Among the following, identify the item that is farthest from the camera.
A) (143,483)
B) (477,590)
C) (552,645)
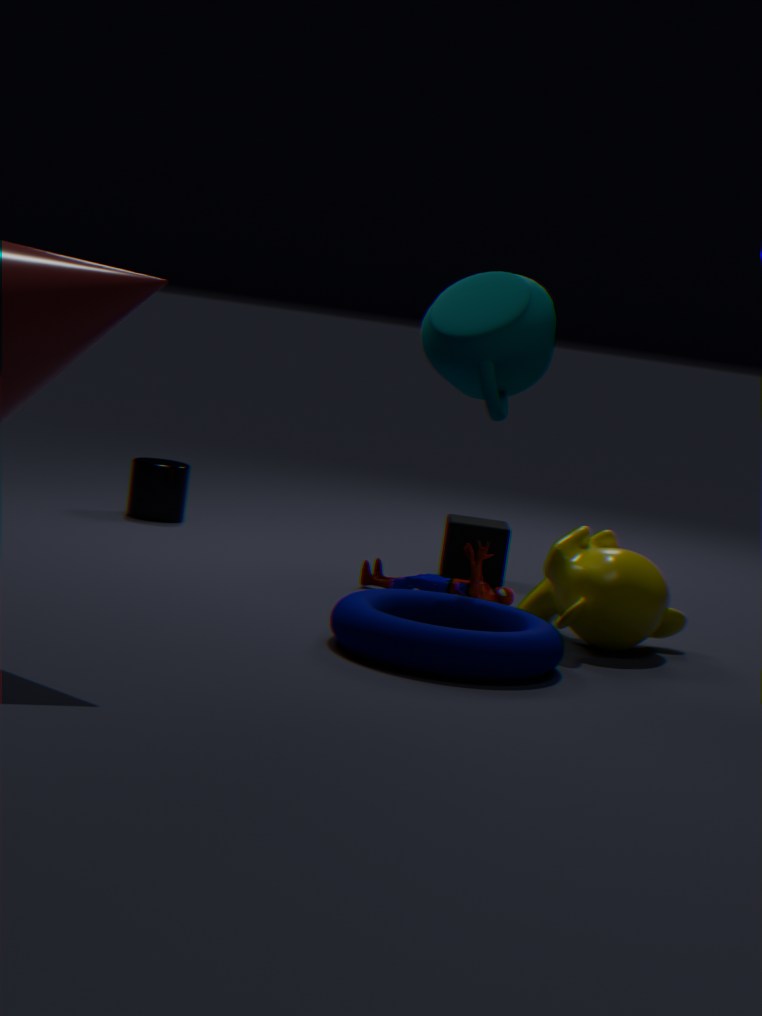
(143,483)
